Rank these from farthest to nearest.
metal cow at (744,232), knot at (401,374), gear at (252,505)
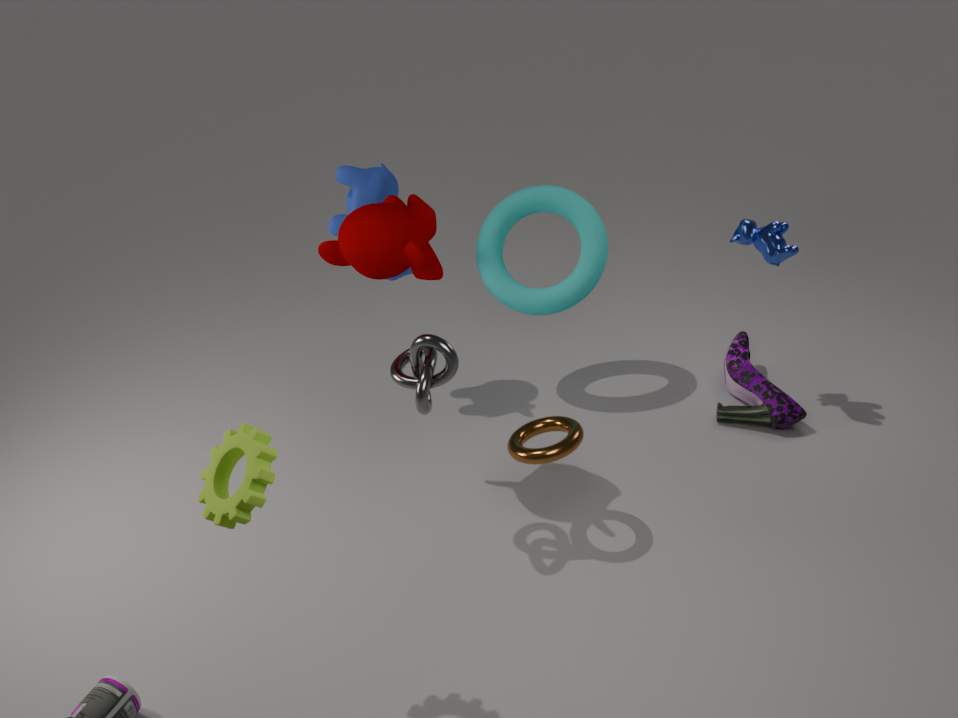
metal cow at (744,232) → knot at (401,374) → gear at (252,505)
